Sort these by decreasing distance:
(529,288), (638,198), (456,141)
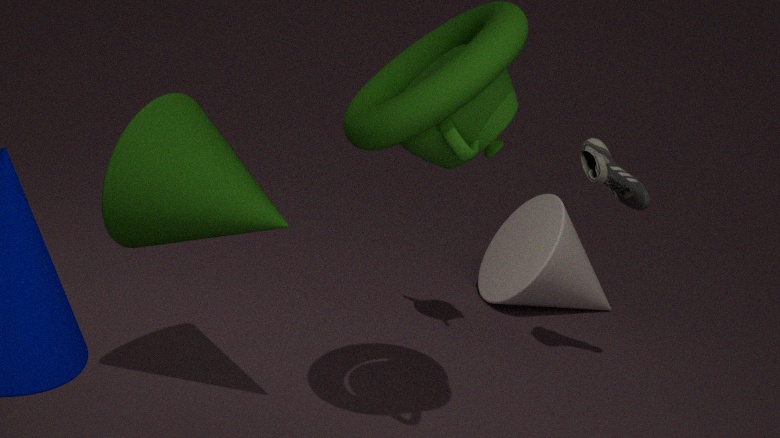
(529,288) < (638,198) < (456,141)
